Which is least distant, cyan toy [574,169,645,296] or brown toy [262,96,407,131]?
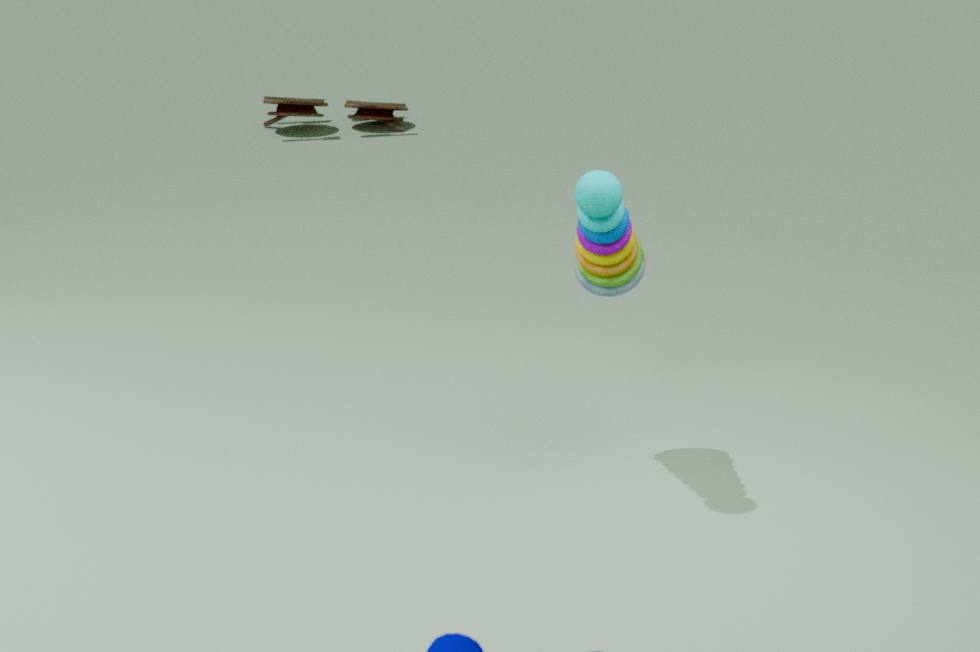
cyan toy [574,169,645,296]
